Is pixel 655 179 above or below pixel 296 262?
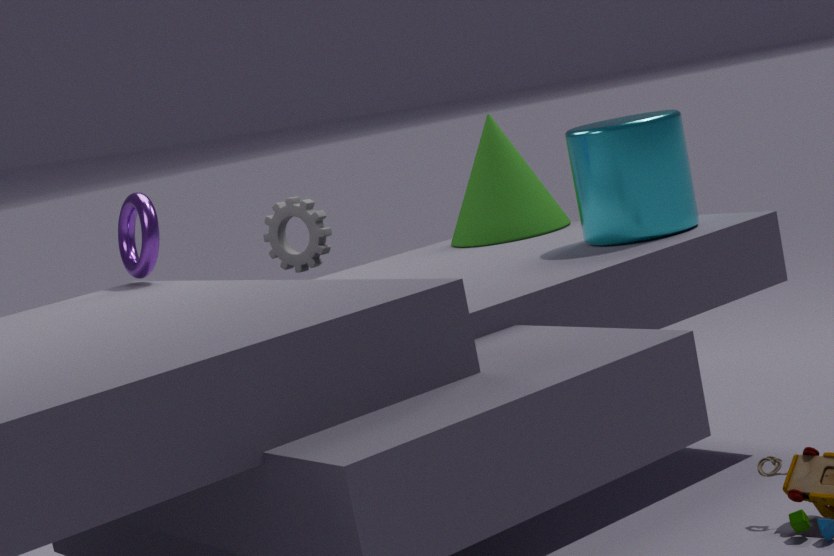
above
